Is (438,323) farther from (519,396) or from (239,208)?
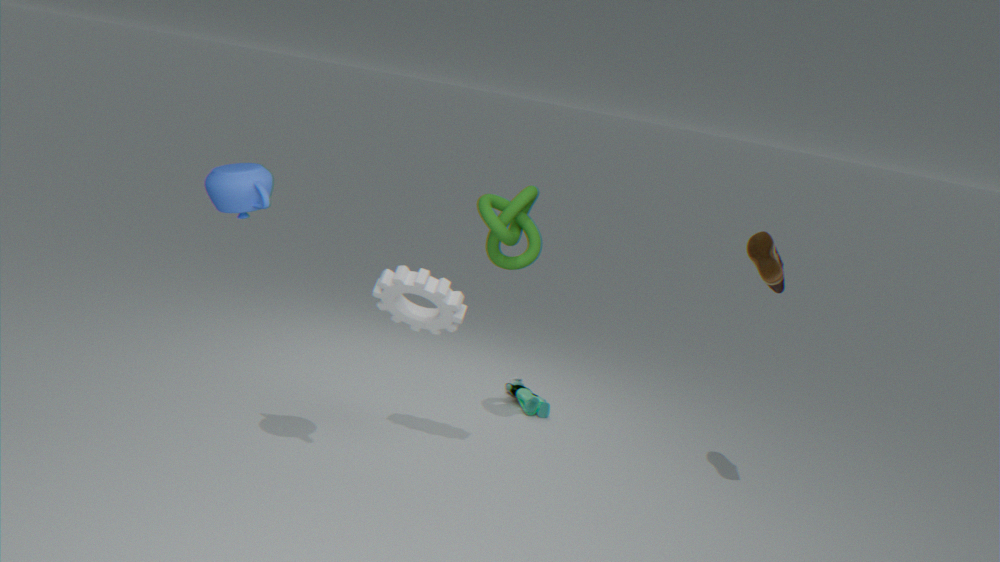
(519,396)
